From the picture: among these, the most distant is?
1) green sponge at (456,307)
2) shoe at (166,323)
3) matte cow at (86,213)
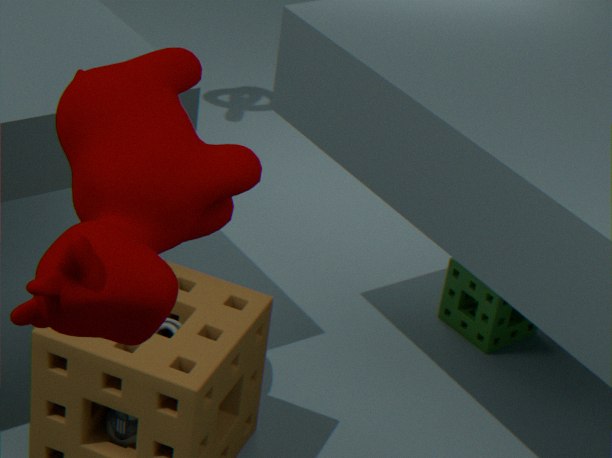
1. green sponge at (456,307)
